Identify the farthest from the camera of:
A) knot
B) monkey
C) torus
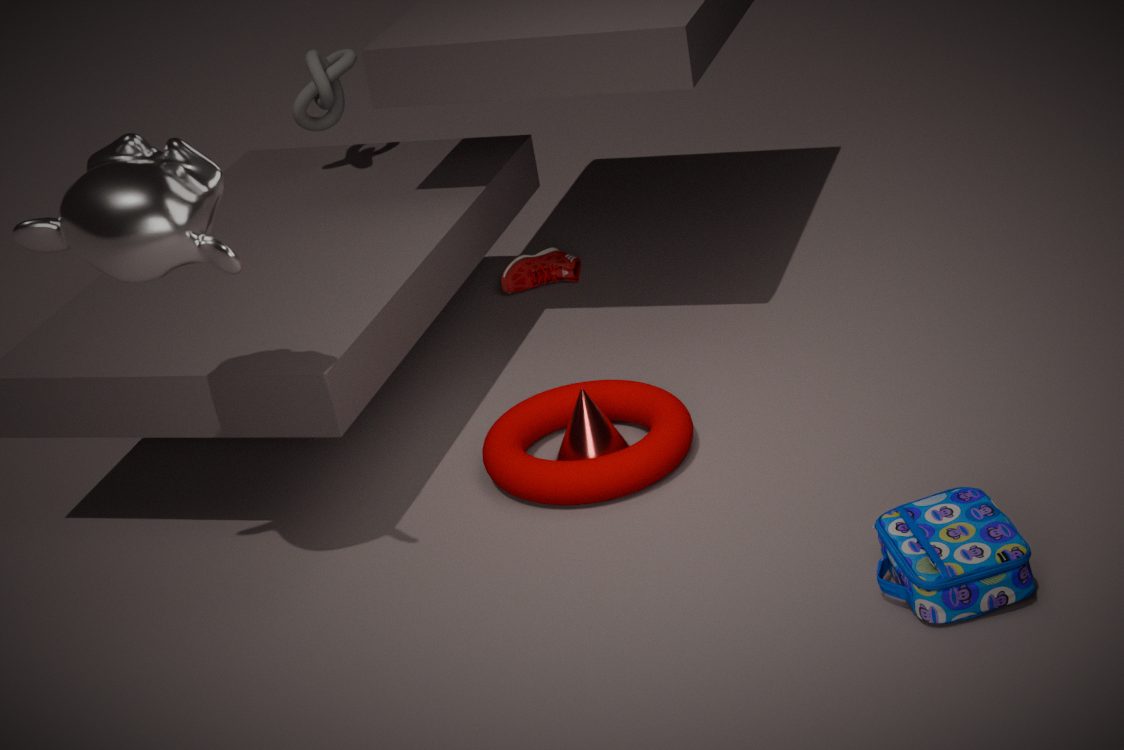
knot
